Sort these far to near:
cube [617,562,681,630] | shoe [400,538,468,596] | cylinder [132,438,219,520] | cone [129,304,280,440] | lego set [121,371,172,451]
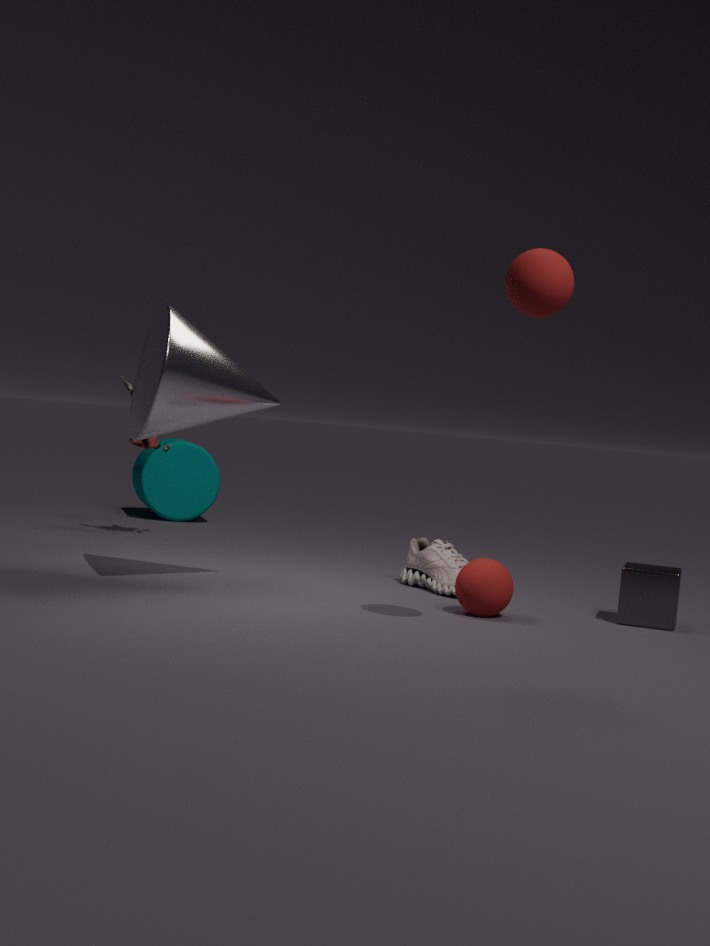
cylinder [132,438,219,520] < lego set [121,371,172,451] < shoe [400,538,468,596] < cube [617,562,681,630] < cone [129,304,280,440]
